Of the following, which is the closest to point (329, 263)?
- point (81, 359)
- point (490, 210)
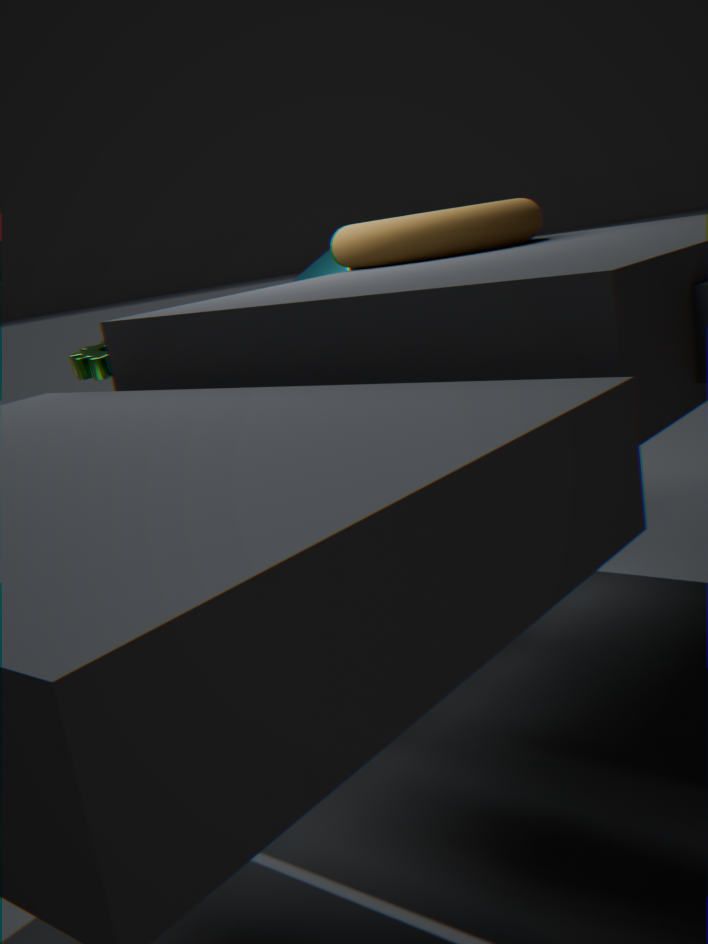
point (490, 210)
